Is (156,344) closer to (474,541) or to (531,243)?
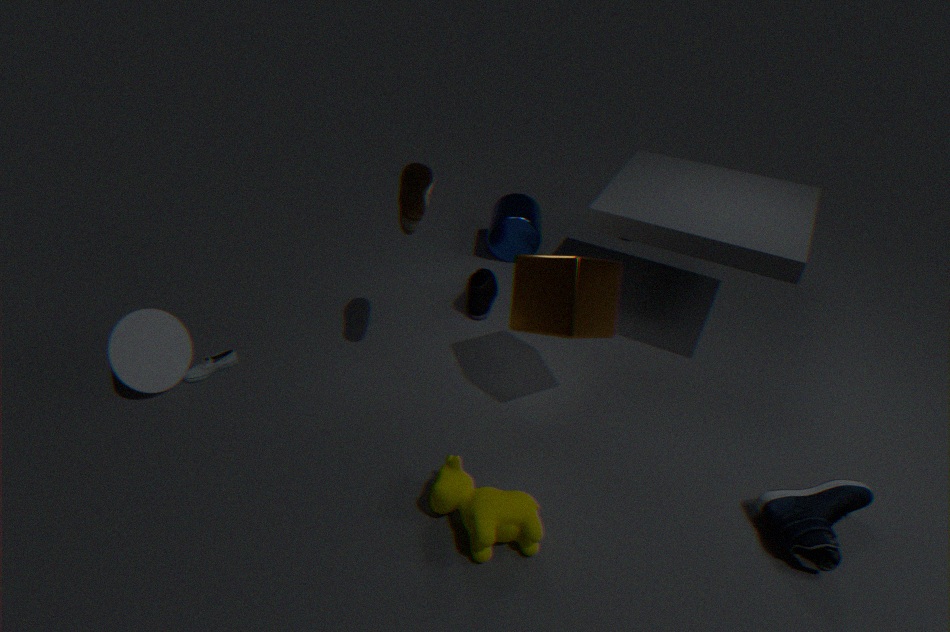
(474,541)
